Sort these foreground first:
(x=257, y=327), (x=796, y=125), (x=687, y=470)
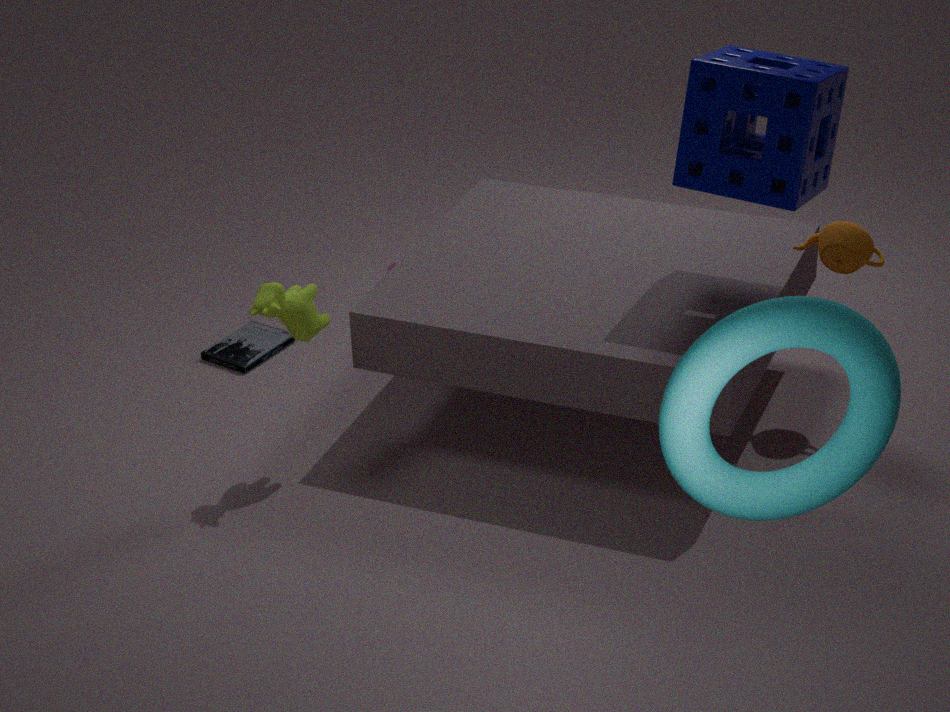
(x=687, y=470)
(x=796, y=125)
(x=257, y=327)
